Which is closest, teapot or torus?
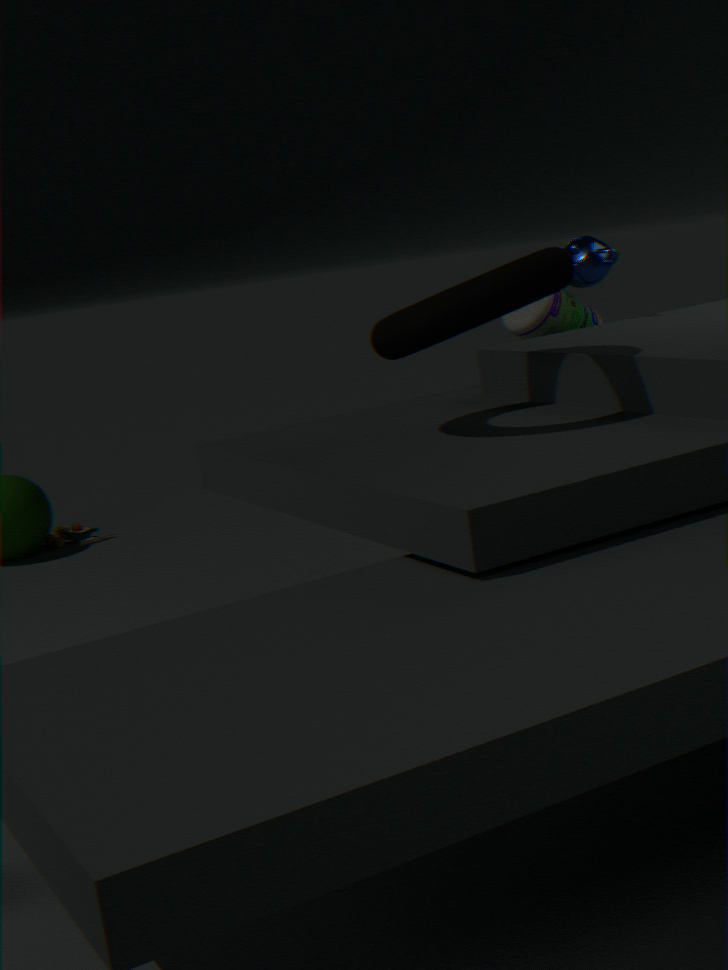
torus
